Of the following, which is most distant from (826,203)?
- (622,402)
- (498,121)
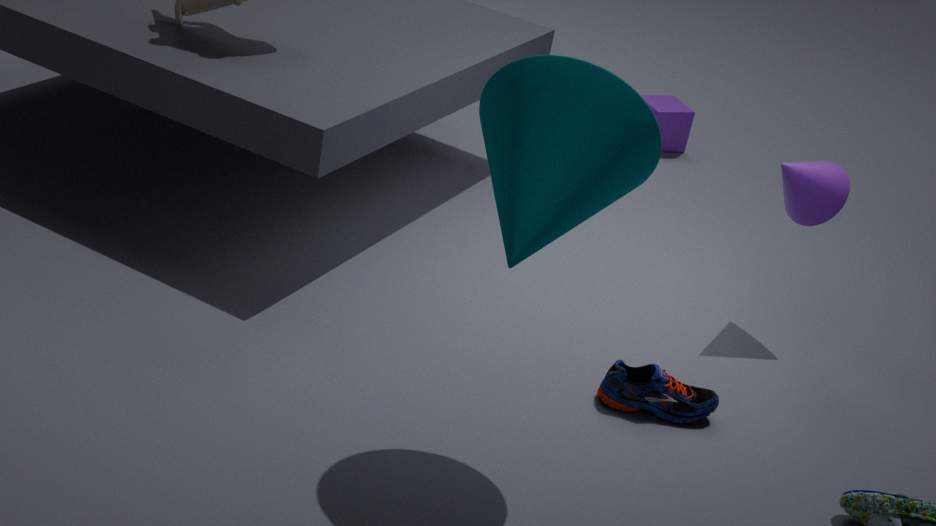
(498,121)
